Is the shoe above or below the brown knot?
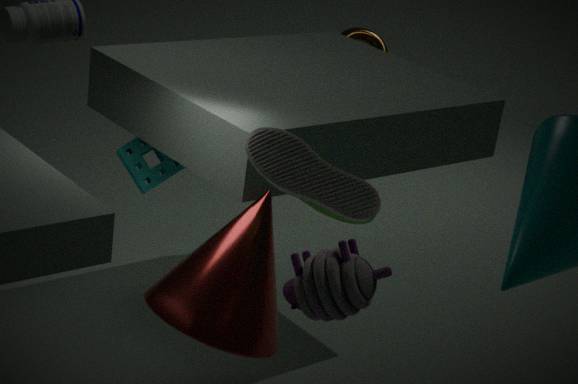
above
